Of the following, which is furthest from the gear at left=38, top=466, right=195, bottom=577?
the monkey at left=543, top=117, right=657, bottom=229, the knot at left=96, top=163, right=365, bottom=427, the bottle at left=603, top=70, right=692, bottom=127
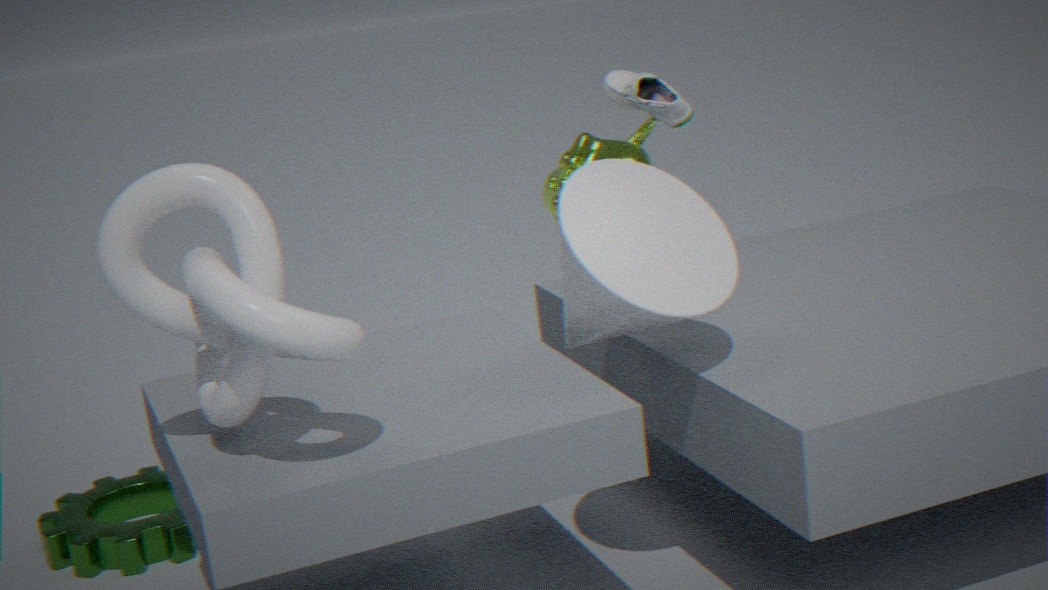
the bottle at left=603, top=70, right=692, bottom=127
